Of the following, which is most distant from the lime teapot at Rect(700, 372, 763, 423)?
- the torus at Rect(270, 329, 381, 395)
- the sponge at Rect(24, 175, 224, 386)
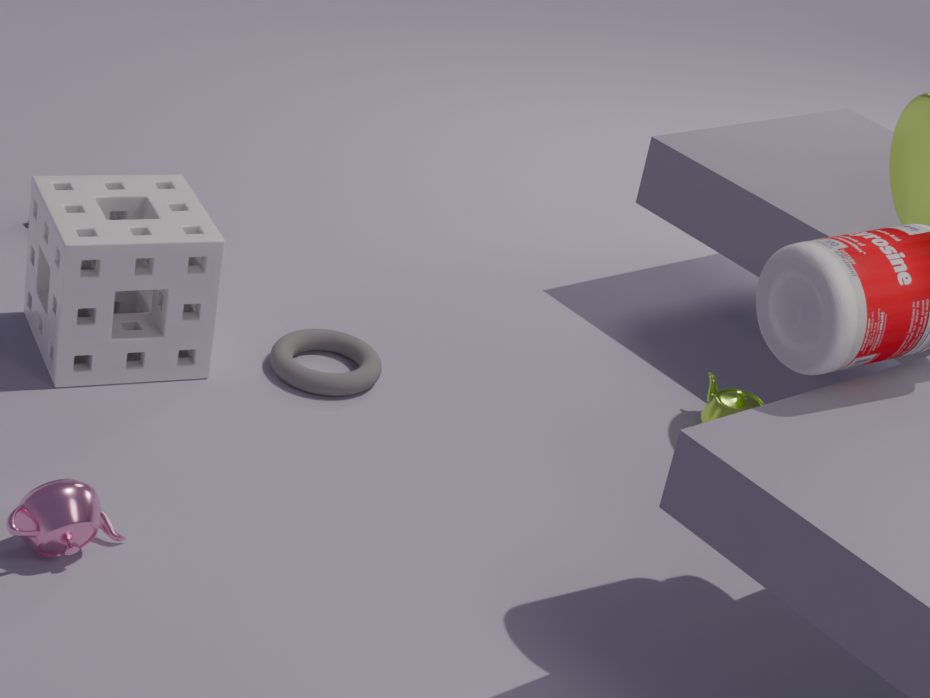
the sponge at Rect(24, 175, 224, 386)
